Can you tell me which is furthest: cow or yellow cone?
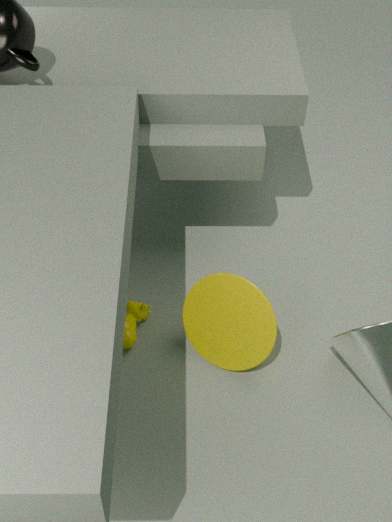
cow
